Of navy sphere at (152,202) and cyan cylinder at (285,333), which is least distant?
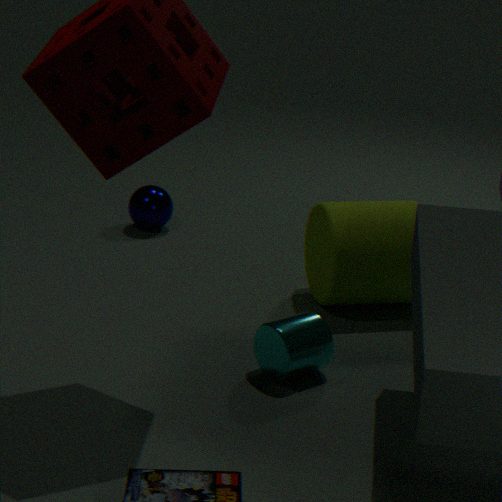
cyan cylinder at (285,333)
